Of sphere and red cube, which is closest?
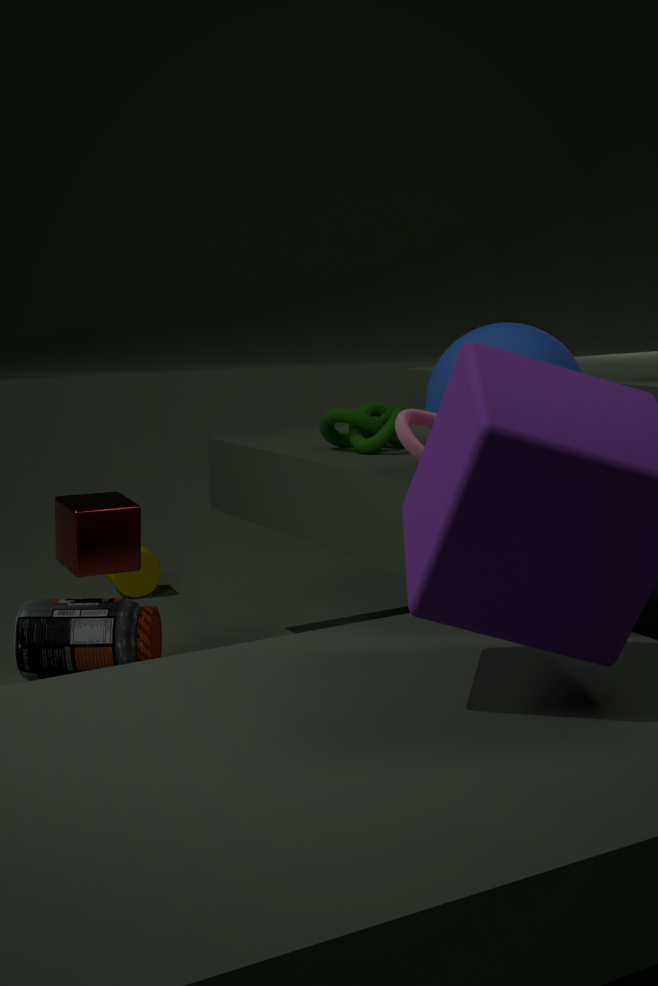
sphere
